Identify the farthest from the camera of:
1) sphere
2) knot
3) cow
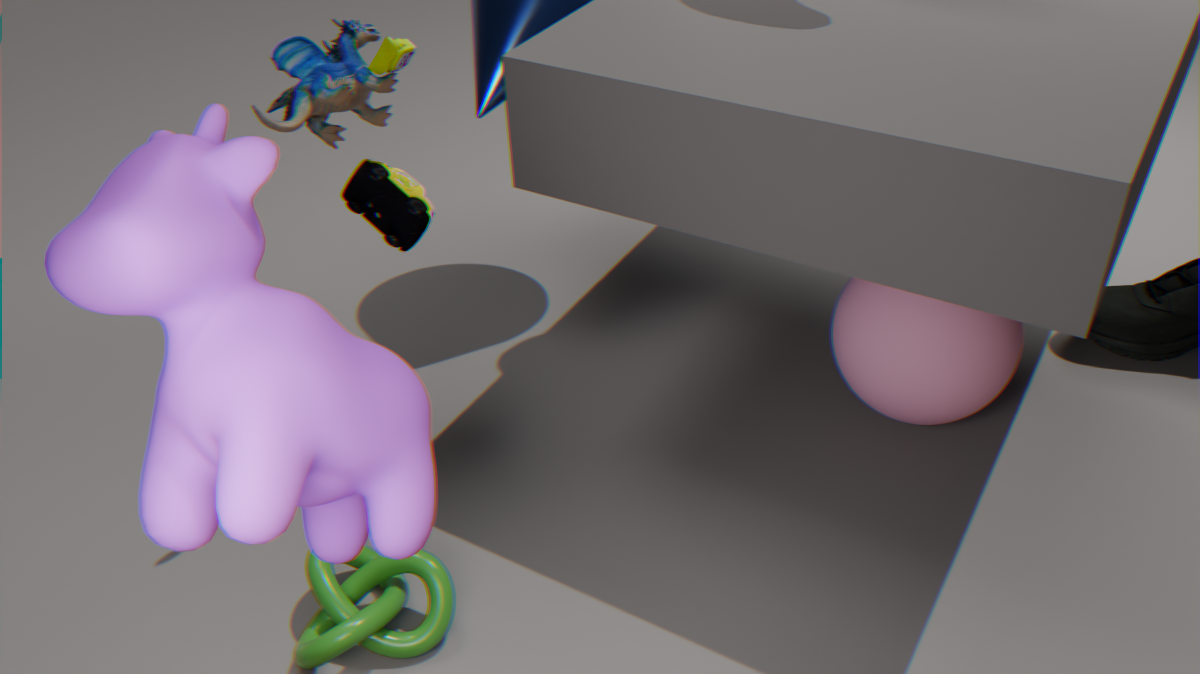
1. sphere
